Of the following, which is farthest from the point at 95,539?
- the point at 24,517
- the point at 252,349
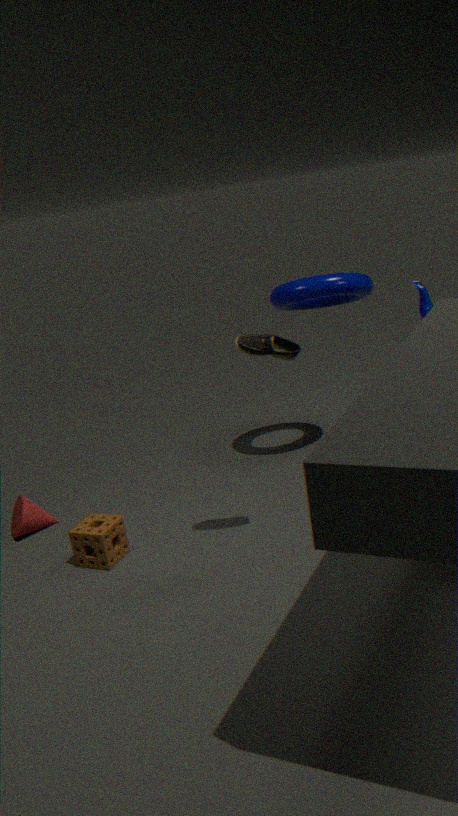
the point at 252,349
